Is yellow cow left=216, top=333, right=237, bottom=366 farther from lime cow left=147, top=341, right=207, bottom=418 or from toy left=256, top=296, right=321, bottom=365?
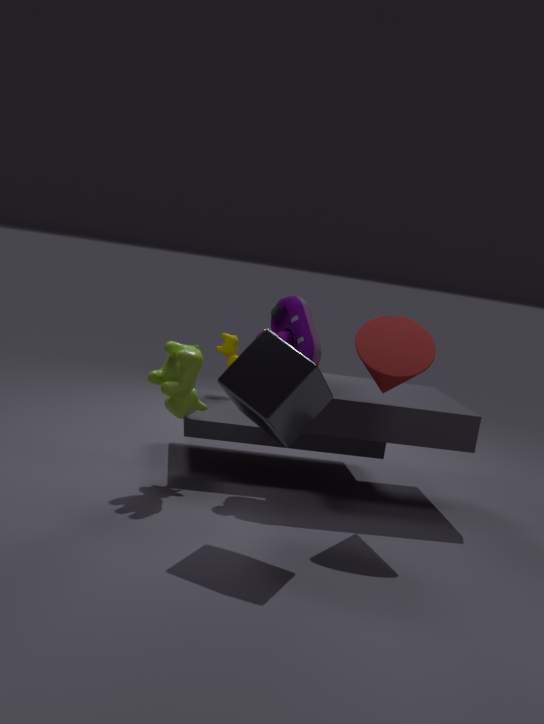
lime cow left=147, top=341, right=207, bottom=418
